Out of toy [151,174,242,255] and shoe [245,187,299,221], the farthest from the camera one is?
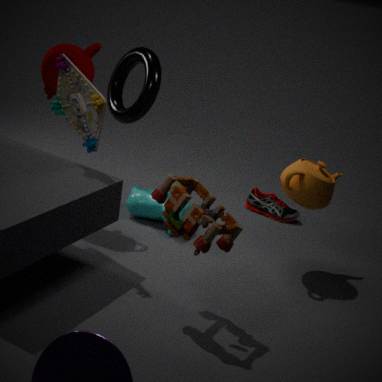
shoe [245,187,299,221]
